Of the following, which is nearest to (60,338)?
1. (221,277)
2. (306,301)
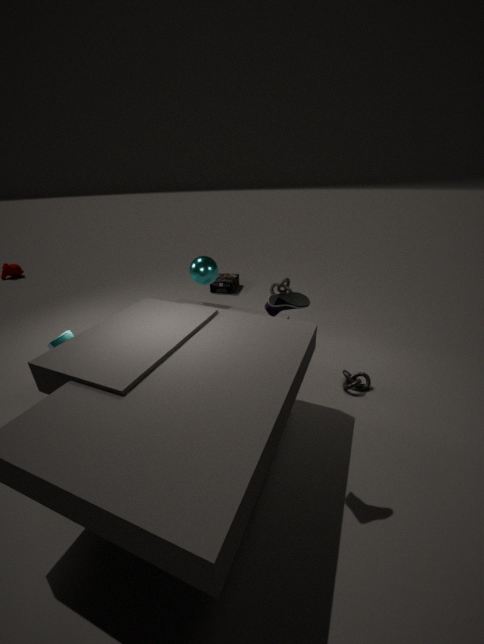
(306,301)
